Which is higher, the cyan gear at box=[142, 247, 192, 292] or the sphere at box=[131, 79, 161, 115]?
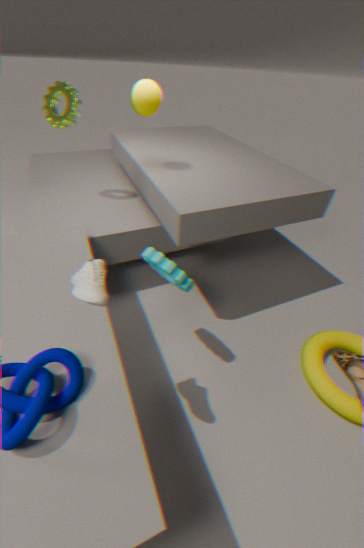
the sphere at box=[131, 79, 161, 115]
